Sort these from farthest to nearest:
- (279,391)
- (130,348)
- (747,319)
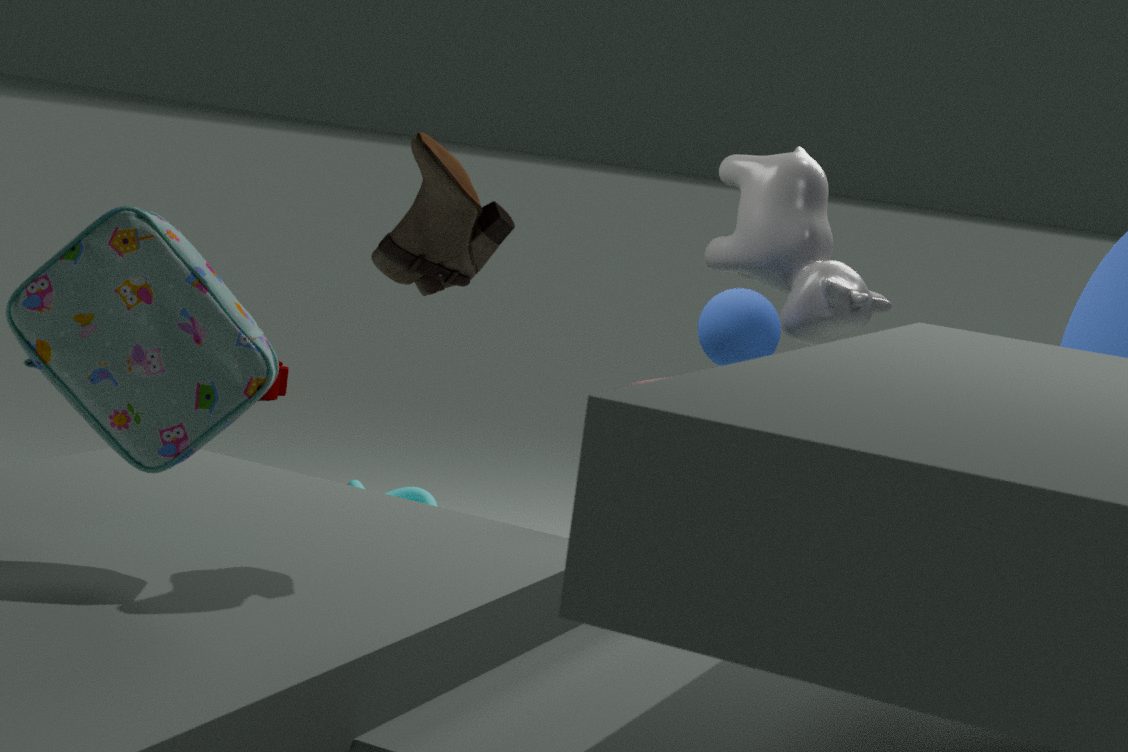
(279,391), (747,319), (130,348)
